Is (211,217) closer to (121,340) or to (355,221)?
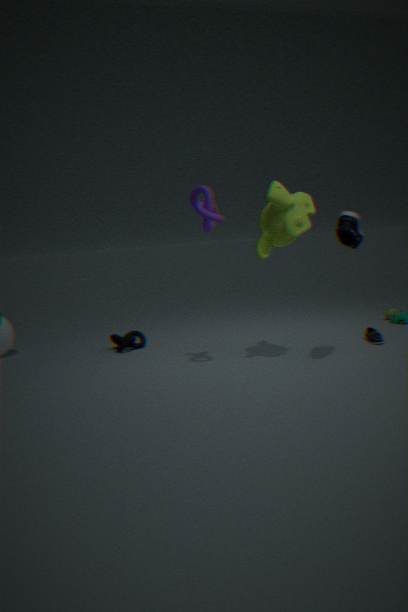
(355,221)
